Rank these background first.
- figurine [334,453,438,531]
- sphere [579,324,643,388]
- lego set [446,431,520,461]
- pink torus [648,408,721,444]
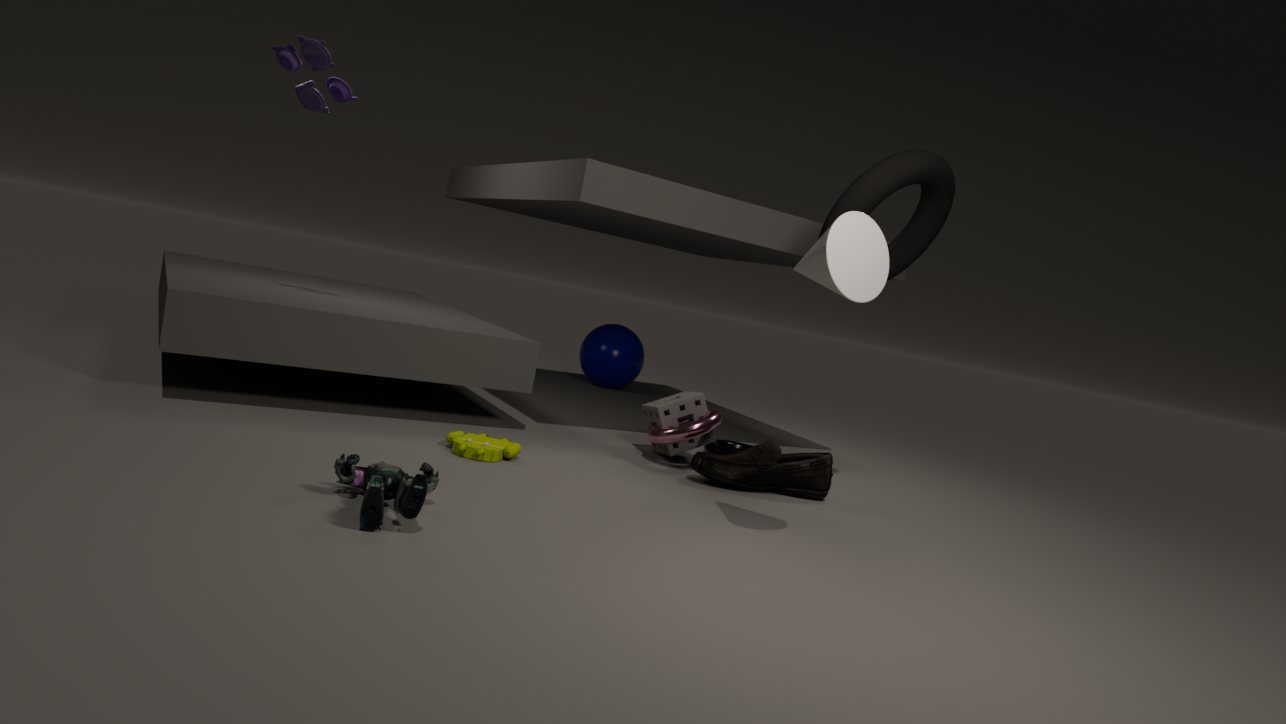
1. sphere [579,324,643,388]
2. pink torus [648,408,721,444]
3. lego set [446,431,520,461]
4. figurine [334,453,438,531]
